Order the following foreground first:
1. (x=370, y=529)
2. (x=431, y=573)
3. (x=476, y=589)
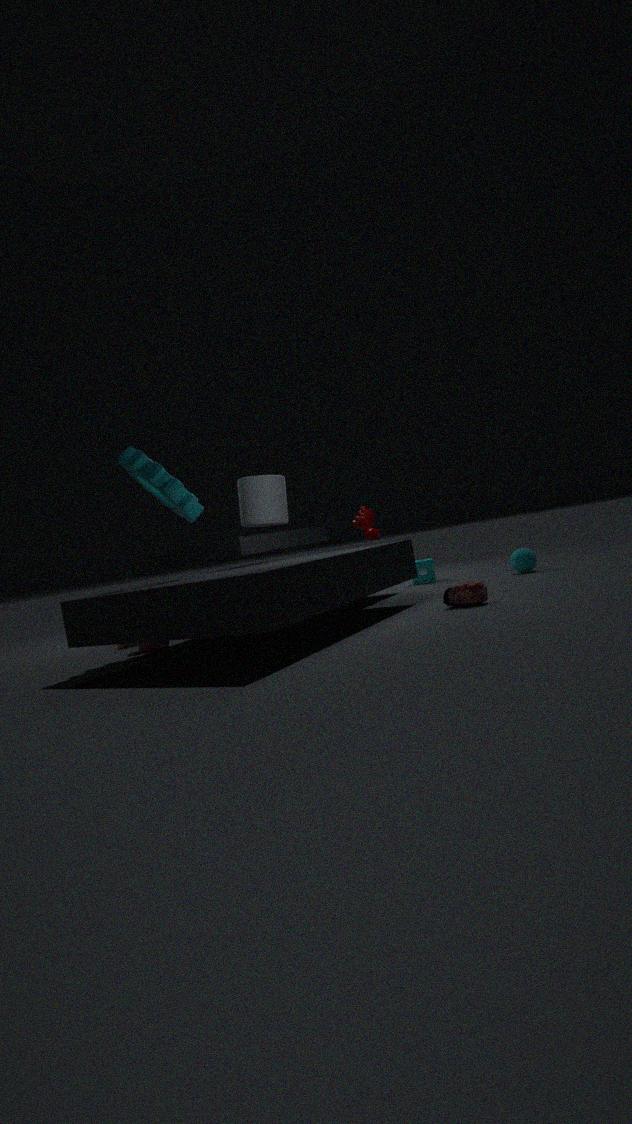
1. (x=476, y=589)
2. (x=370, y=529)
3. (x=431, y=573)
